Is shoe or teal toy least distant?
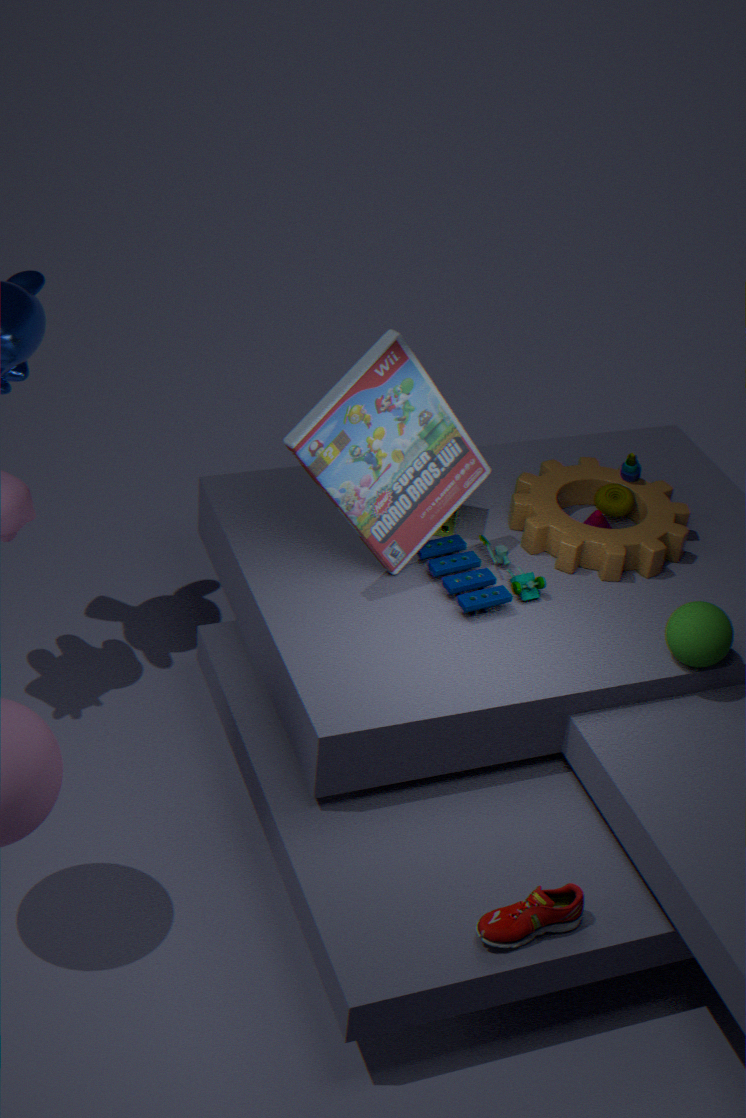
shoe
